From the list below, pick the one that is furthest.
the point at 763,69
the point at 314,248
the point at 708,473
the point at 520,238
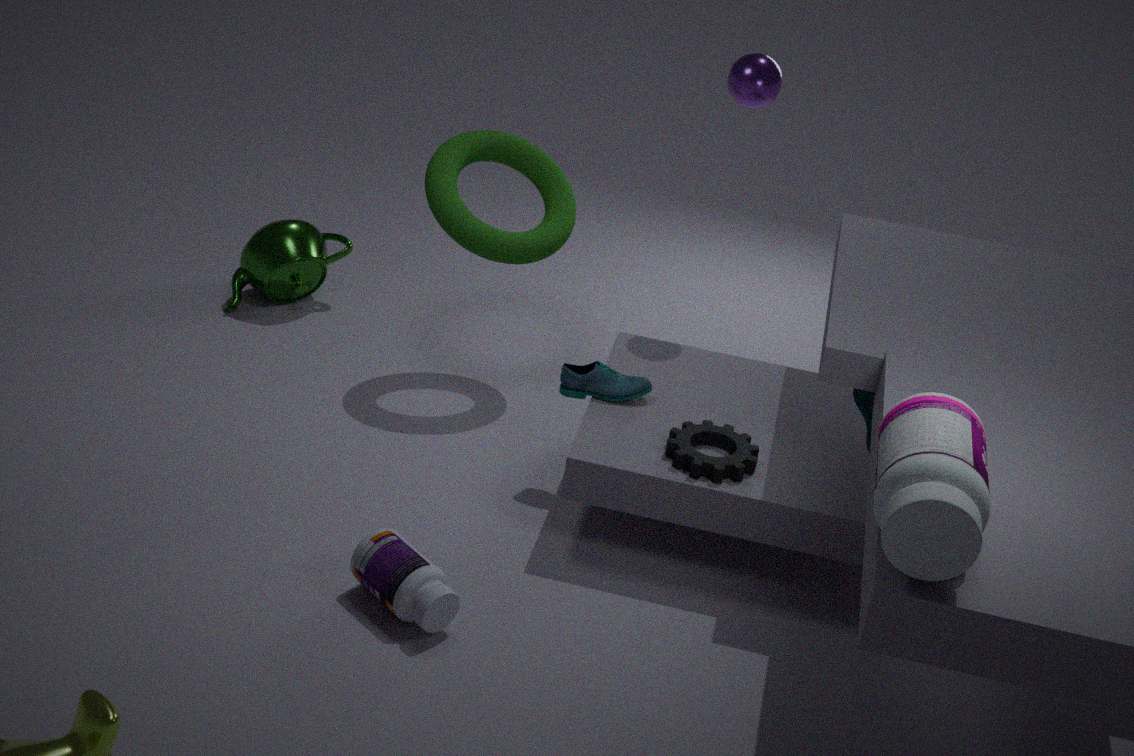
the point at 314,248
